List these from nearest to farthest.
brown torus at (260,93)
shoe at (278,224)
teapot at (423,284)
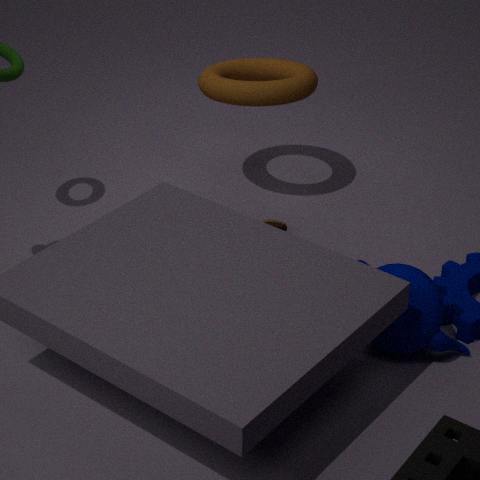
teapot at (423,284) → brown torus at (260,93) → shoe at (278,224)
